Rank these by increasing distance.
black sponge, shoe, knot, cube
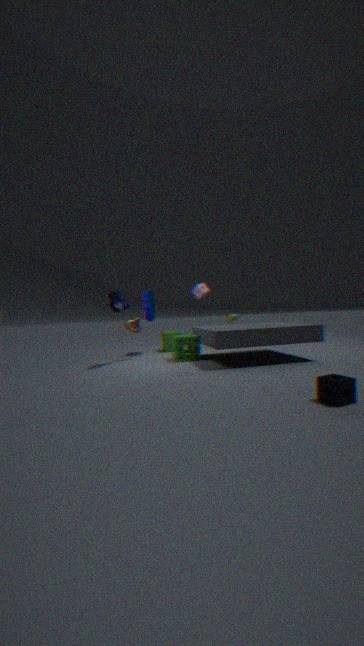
1. black sponge
2. shoe
3. knot
4. cube
